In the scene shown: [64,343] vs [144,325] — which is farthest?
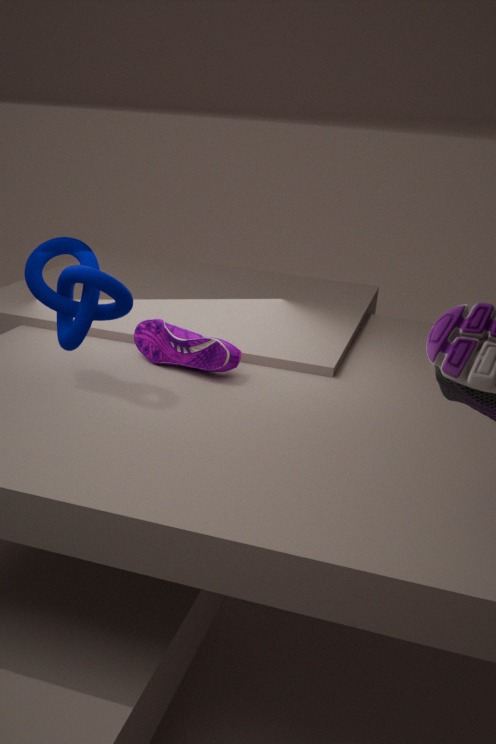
[144,325]
